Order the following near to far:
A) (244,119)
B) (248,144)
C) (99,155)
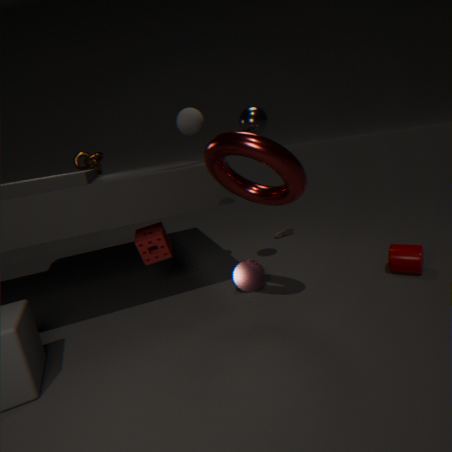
(248,144)
(244,119)
(99,155)
